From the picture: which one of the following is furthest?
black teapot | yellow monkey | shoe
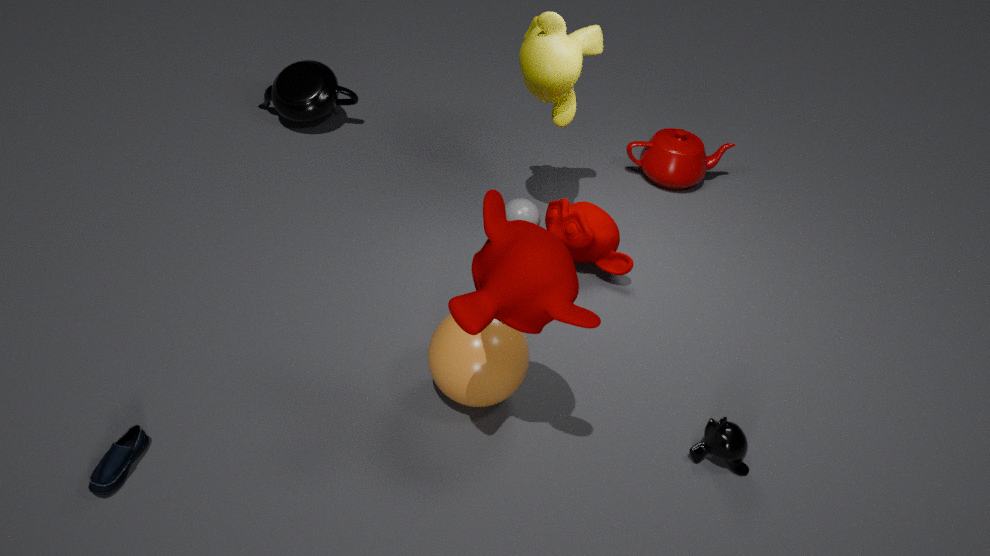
black teapot
